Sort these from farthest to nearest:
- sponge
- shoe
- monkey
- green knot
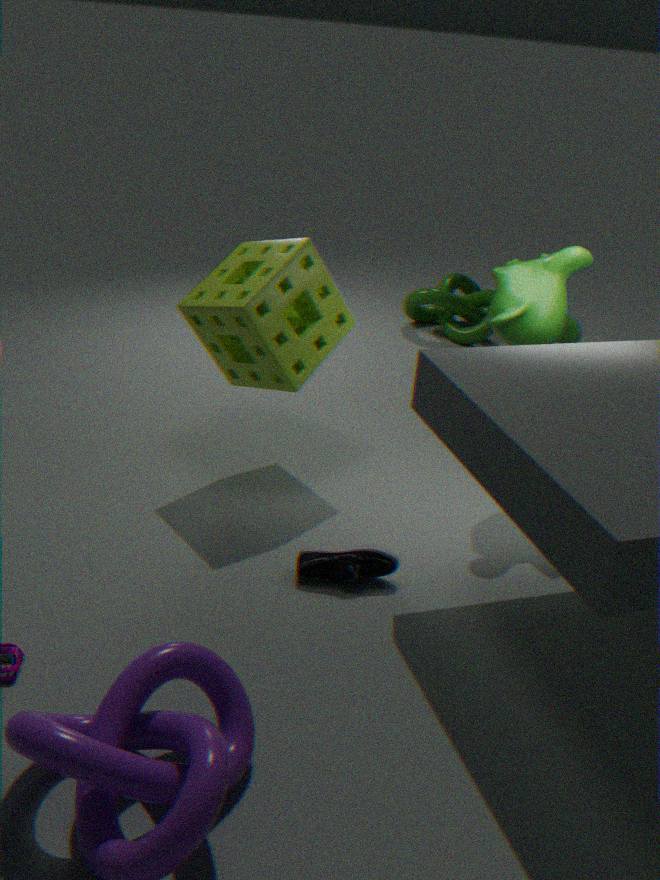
green knot, monkey, sponge, shoe
